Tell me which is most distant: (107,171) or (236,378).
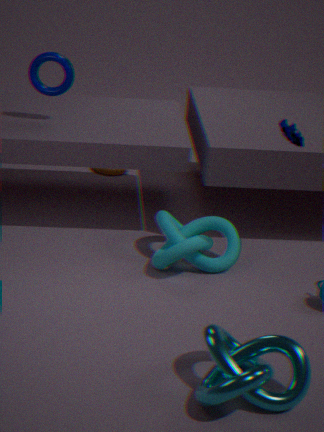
(107,171)
